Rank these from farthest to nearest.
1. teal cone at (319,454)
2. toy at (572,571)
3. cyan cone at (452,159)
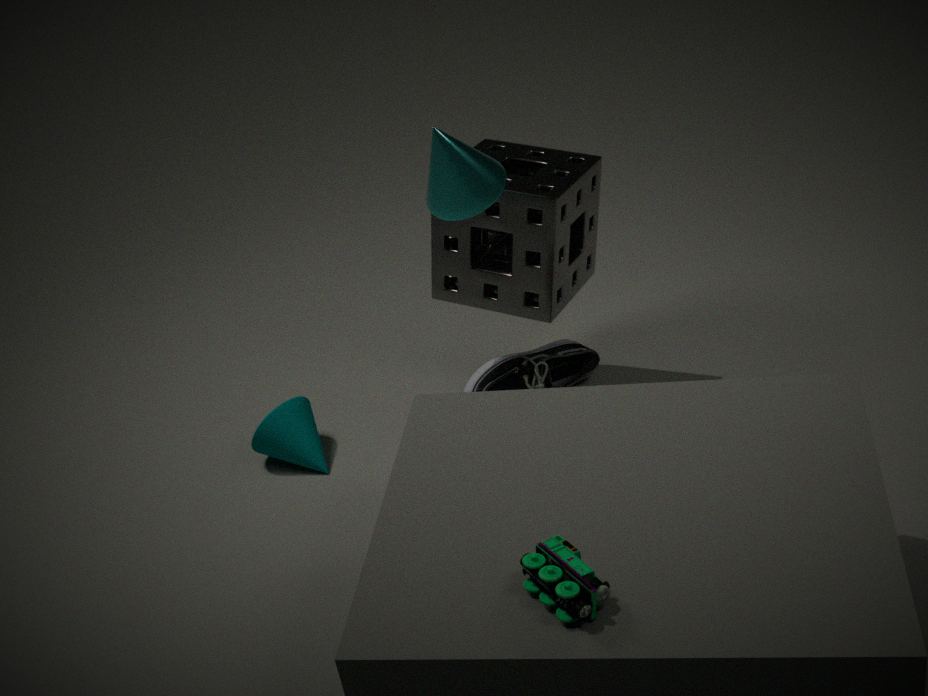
teal cone at (319,454)
cyan cone at (452,159)
toy at (572,571)
